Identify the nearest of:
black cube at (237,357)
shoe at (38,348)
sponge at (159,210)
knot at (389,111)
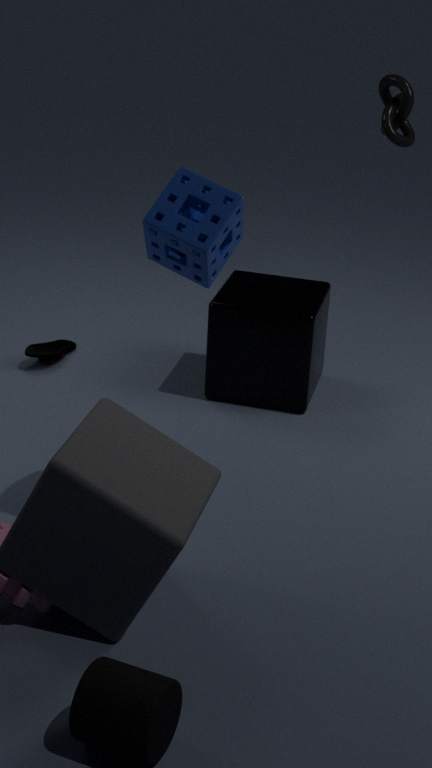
sponge at (159,210)
